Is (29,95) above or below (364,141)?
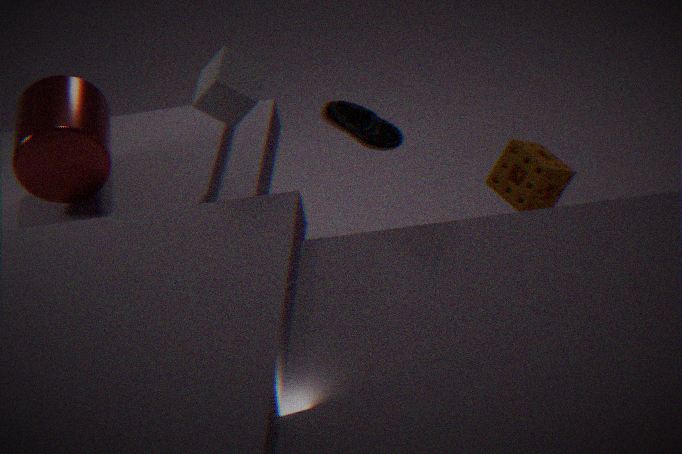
below
